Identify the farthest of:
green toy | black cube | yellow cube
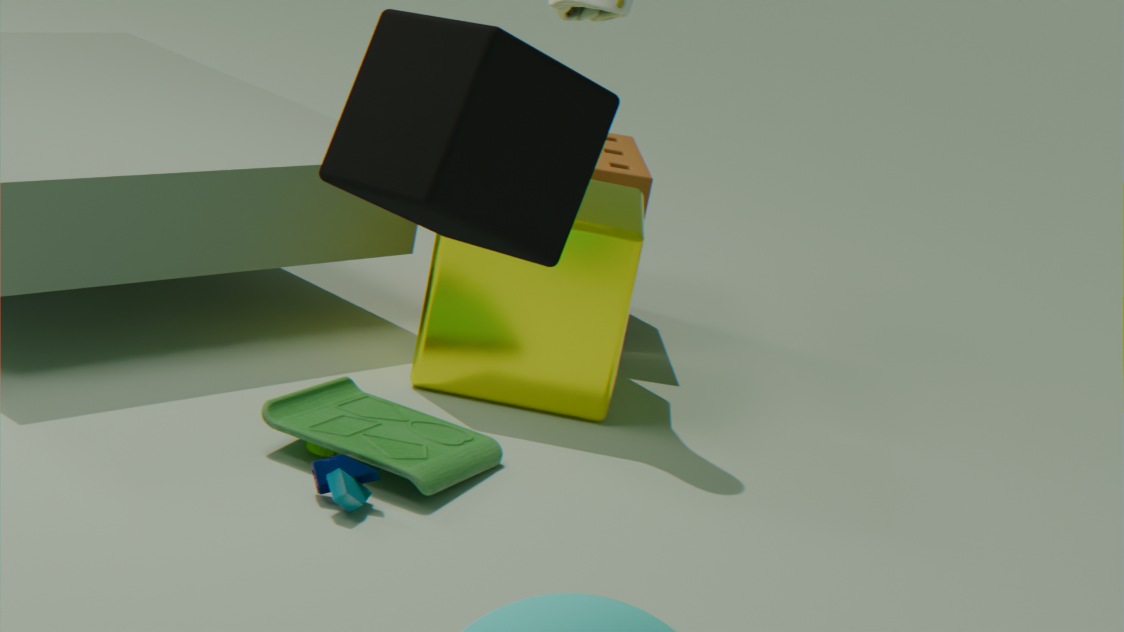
yellow cube
